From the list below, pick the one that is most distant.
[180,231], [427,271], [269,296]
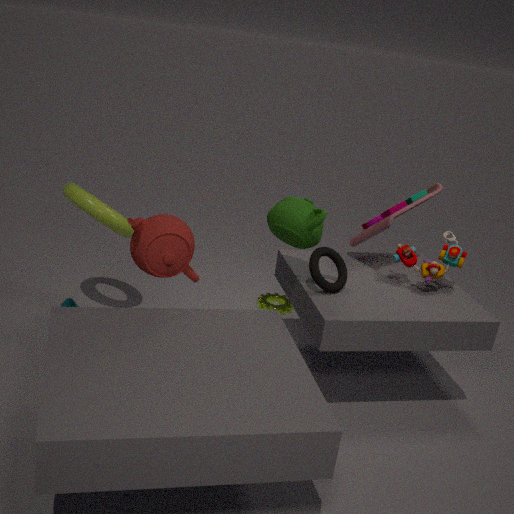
[269,296]
